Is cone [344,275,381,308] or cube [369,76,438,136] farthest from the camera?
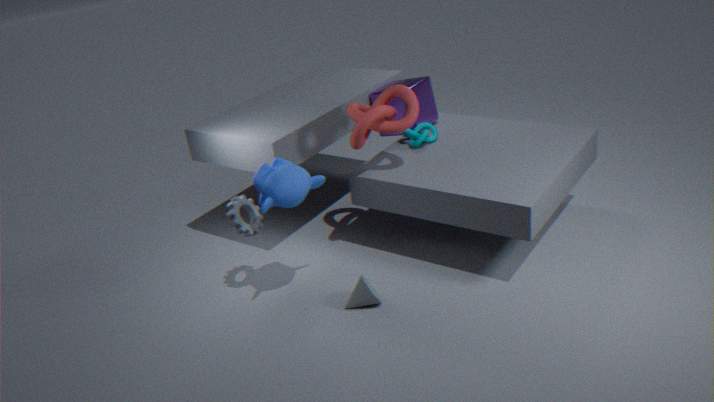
cube [369,76,438,136]
